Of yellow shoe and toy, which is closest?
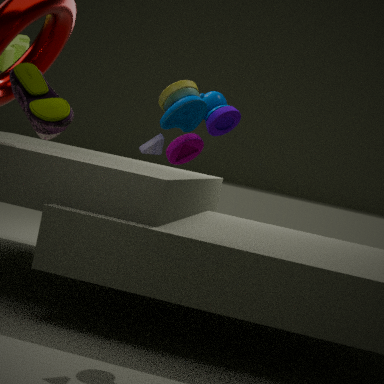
yellow shoe
